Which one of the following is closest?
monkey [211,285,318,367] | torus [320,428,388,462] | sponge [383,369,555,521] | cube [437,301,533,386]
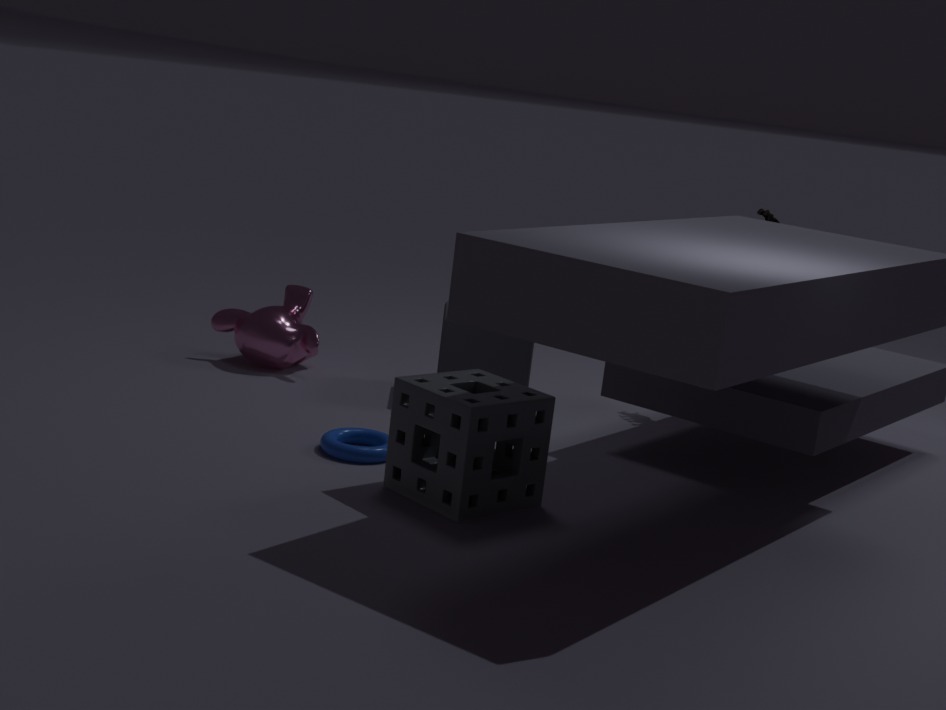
sponge [383,369,555,521]
